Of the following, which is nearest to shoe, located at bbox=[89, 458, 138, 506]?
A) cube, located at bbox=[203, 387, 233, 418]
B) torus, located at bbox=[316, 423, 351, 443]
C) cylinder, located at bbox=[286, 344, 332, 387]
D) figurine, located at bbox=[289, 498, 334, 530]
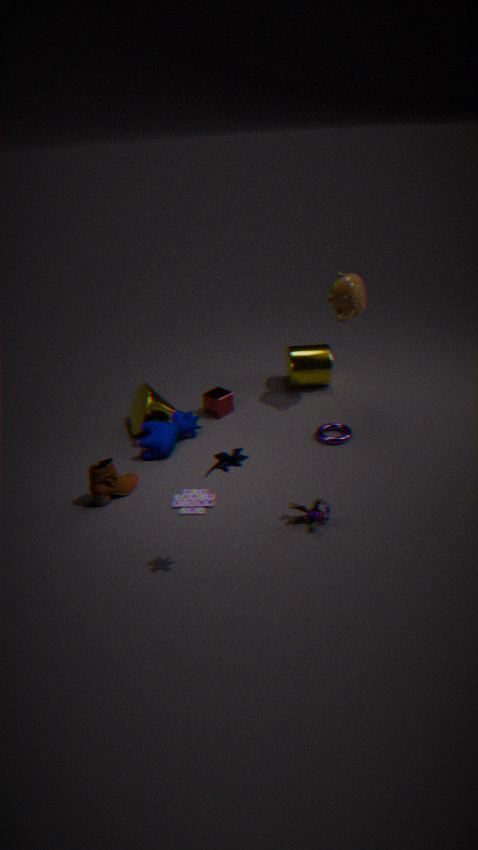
cube, located at bbox=[203, 387, 233, 418]
